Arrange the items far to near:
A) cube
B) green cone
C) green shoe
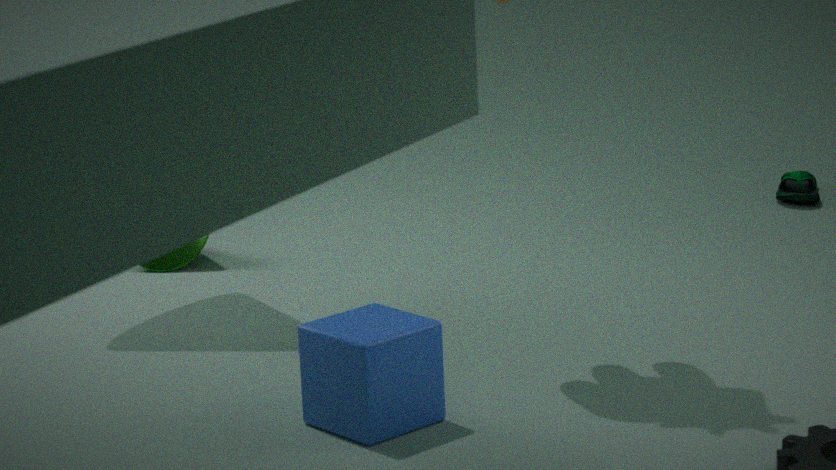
green shoe < green cone < cube
